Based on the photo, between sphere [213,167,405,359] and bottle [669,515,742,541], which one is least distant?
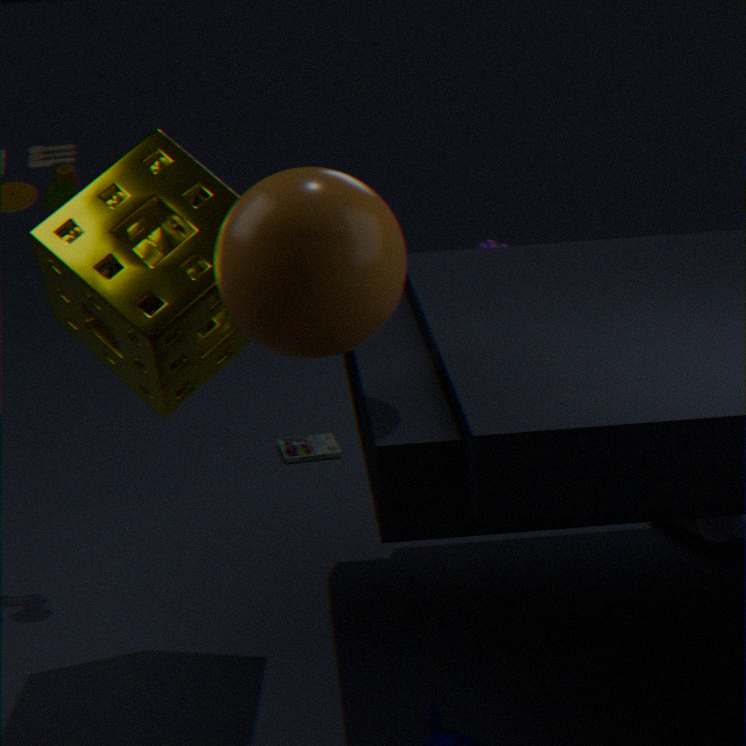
sphere [213,167,405,359]
